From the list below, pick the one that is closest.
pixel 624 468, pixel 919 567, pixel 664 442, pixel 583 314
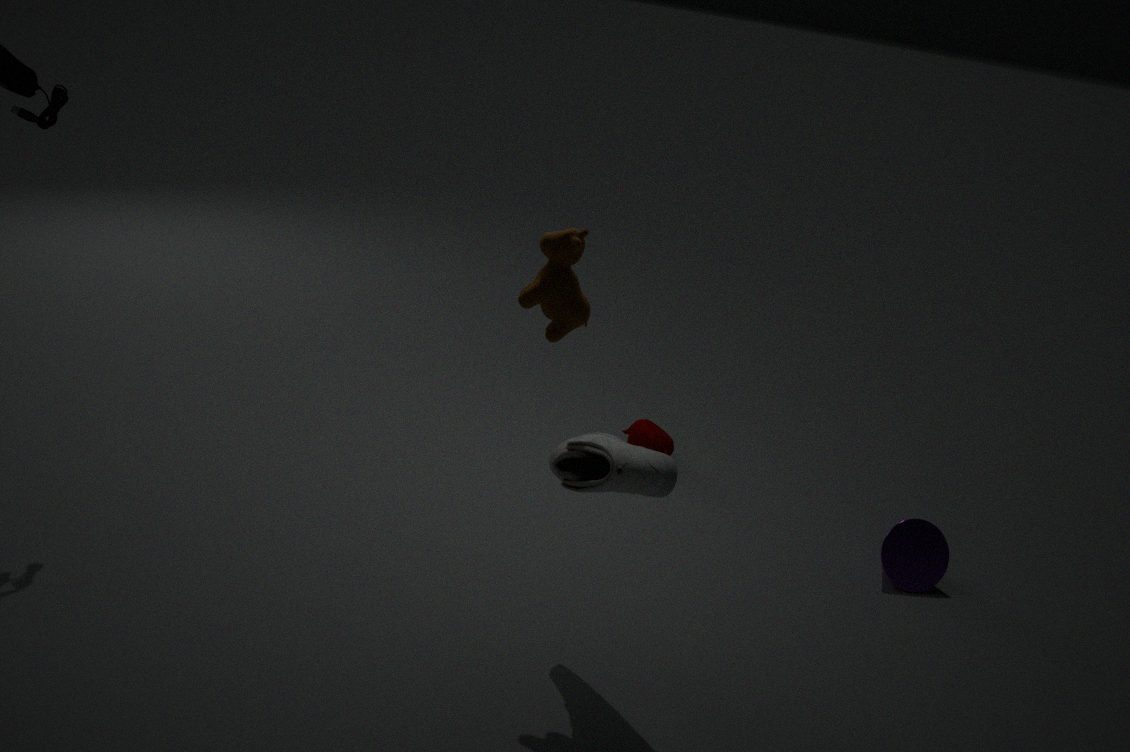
pixel 624 468
